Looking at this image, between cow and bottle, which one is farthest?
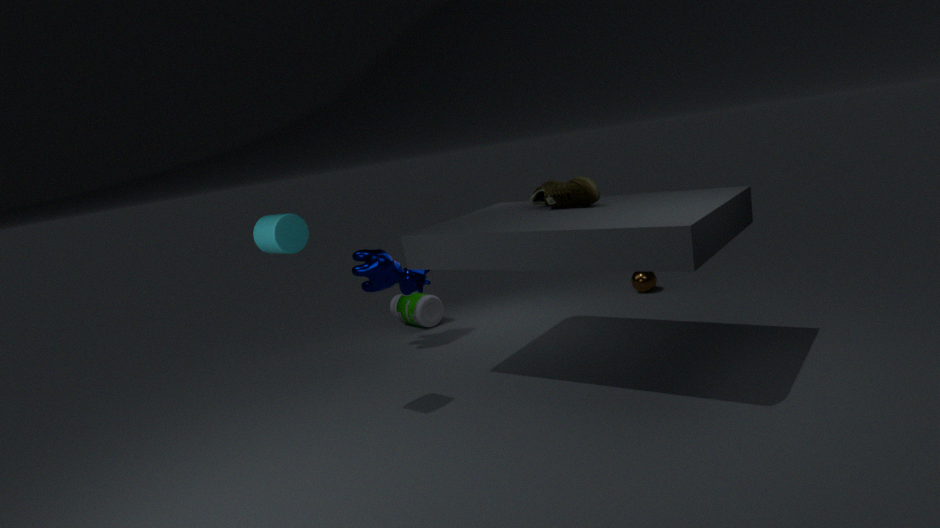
bottle
